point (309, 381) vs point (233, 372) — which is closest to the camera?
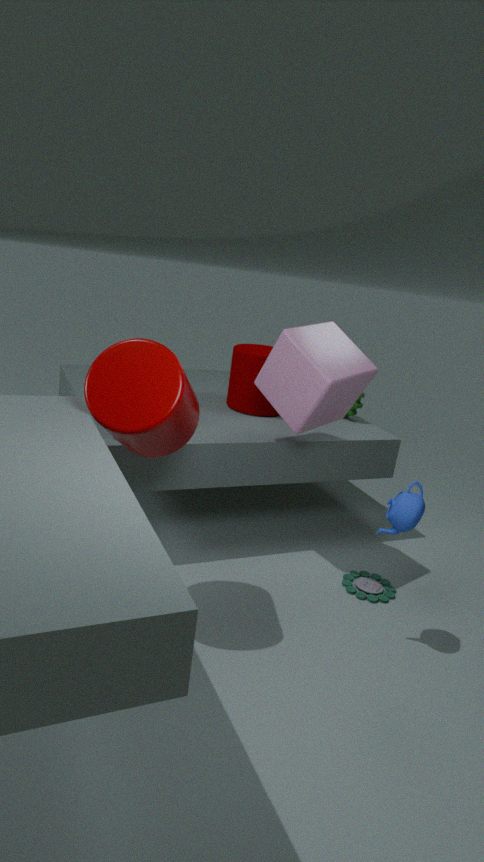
point (309, 381)
